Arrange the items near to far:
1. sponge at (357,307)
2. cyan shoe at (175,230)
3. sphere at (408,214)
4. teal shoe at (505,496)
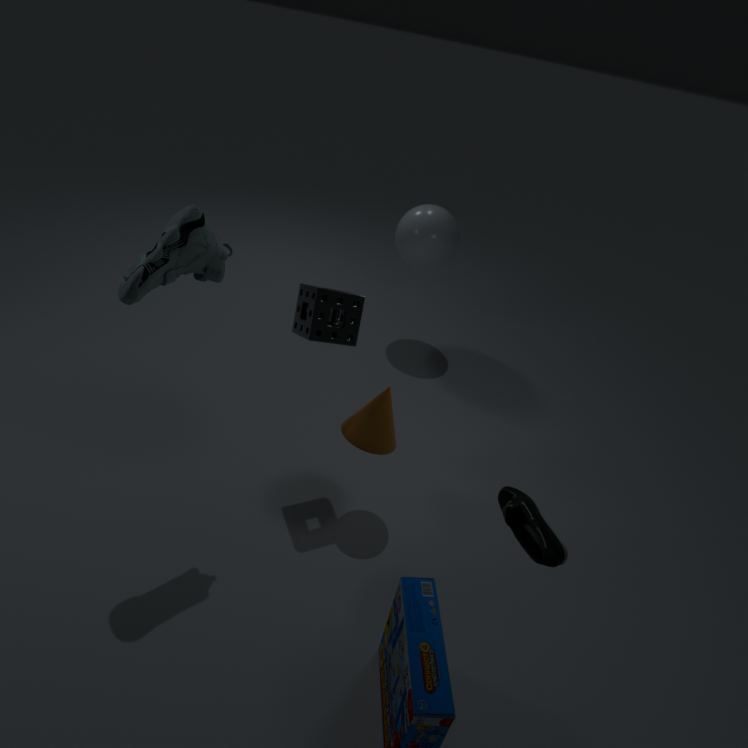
teal shoe at (505,496), cyan shoe at (175,230), sponge at (357,307), sphere at (408,214)
